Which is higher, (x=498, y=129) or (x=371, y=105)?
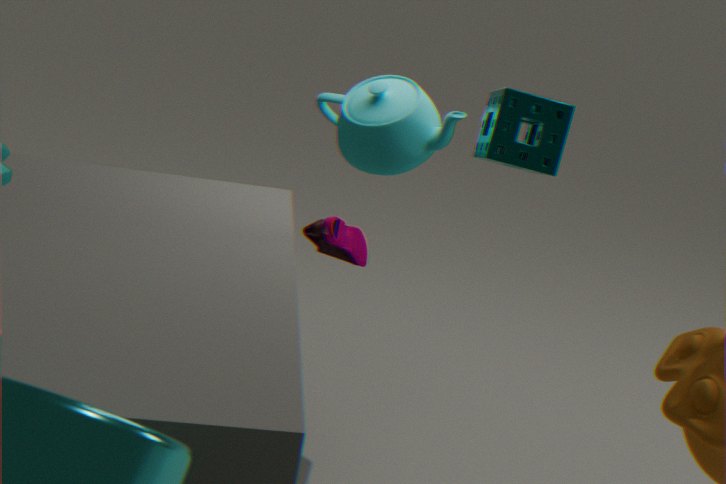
(x=498, y=129)
